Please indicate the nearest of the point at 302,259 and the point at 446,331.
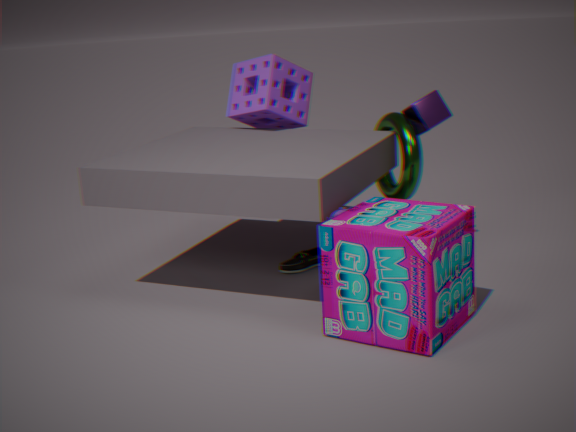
the point at 446,331
